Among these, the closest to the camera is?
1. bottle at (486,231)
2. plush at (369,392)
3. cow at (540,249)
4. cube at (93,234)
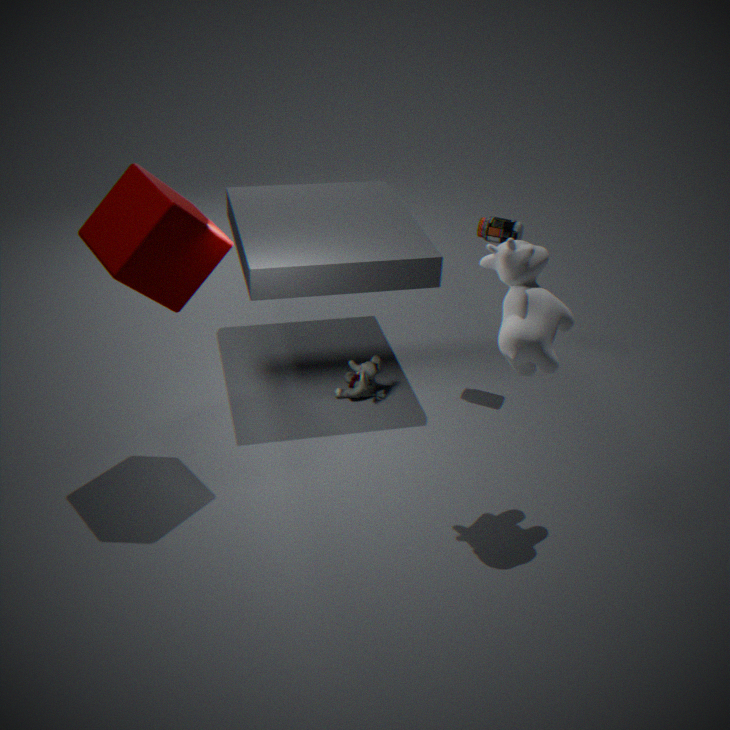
cow at (540,249)
